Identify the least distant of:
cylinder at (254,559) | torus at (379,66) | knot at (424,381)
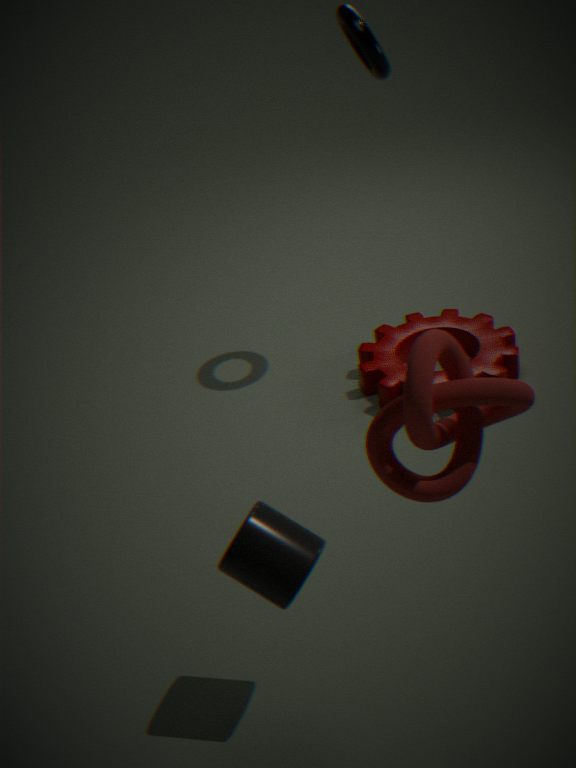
knot at (424,381)
